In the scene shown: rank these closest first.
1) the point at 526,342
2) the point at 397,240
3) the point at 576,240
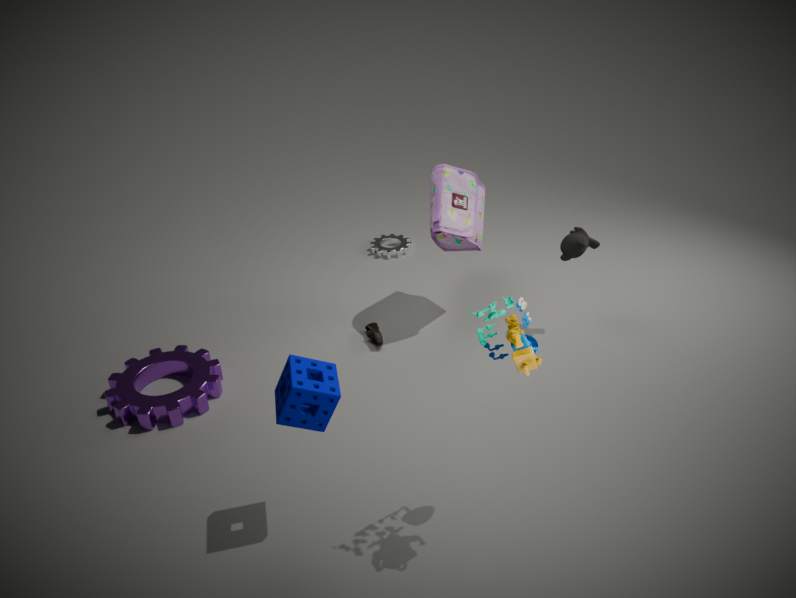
1. 1. the point at 526,342
2. 3. the point at 576,240
3. 2. the point at 397,240
